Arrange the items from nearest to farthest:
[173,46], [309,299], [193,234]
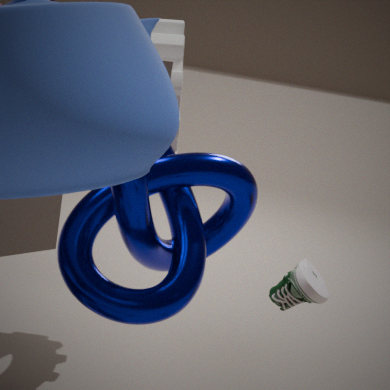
[309,299] → [193,234] → [173,46]
